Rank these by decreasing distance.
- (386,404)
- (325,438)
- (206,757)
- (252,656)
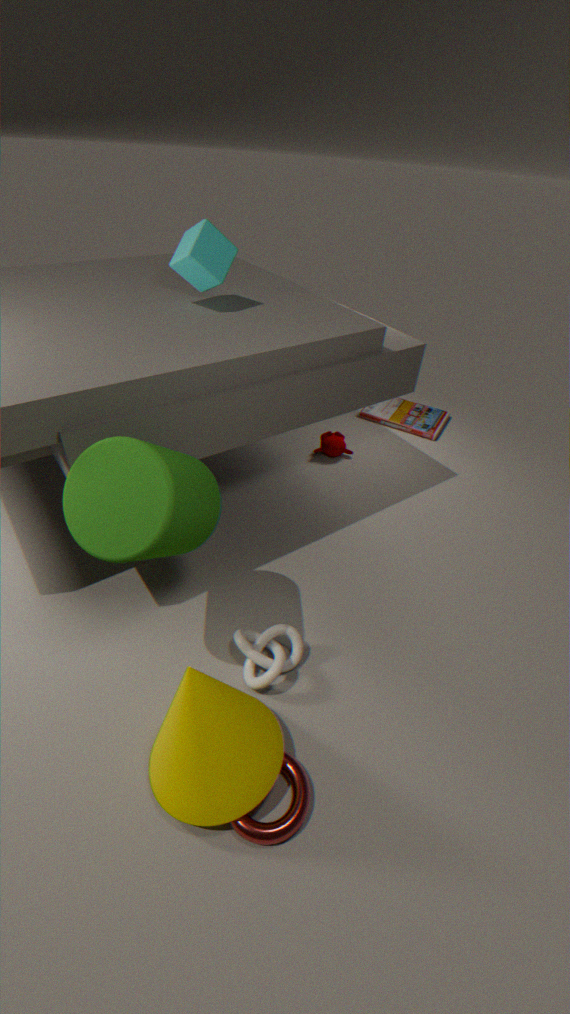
(386,404)
(325,438)
(252,656)
(206,757)
